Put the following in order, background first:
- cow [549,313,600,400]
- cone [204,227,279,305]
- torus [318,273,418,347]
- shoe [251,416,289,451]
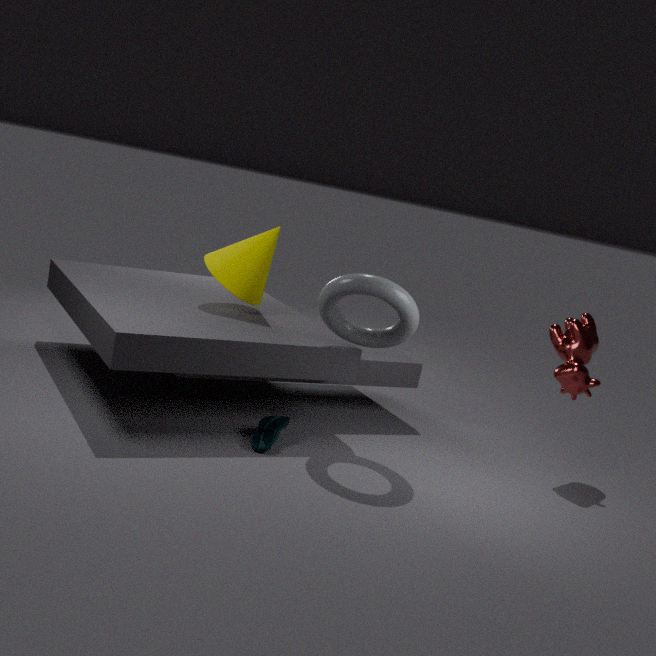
cone [204,227,279,305], cow [549,313,600,400], torus [318,273,418,347], shoe [251,416,289,451]
